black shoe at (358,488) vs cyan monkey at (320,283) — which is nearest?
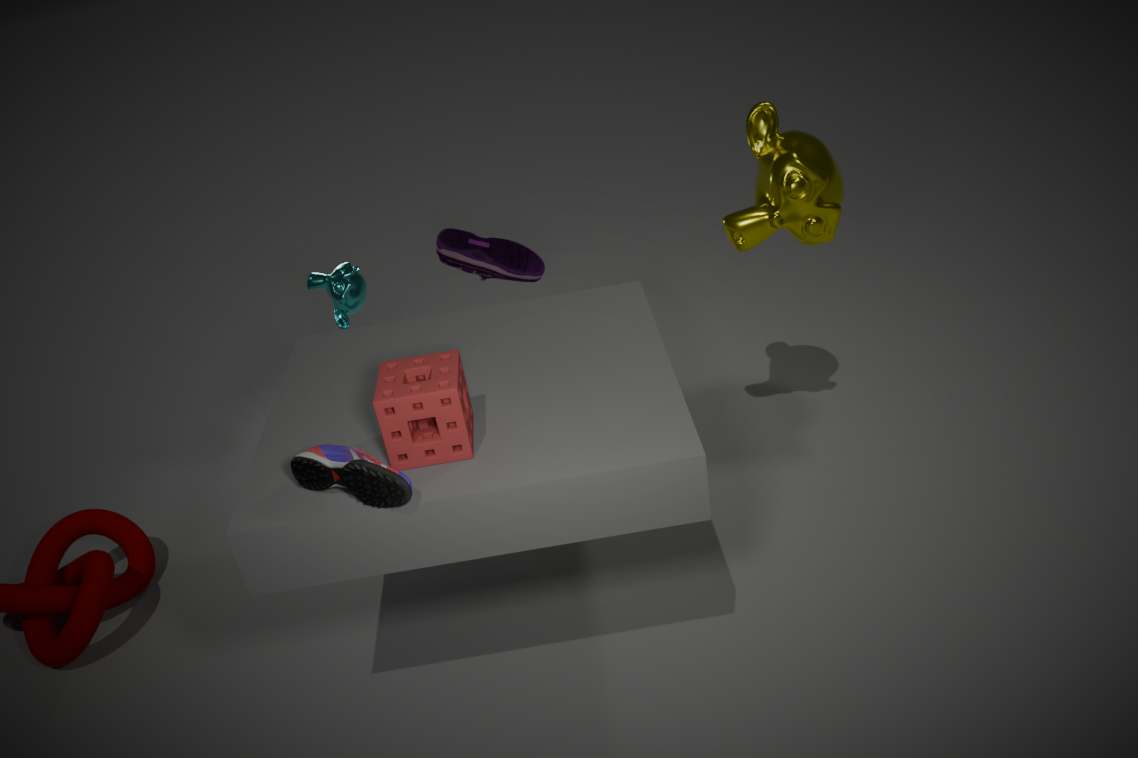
black shoe at (358,488)
